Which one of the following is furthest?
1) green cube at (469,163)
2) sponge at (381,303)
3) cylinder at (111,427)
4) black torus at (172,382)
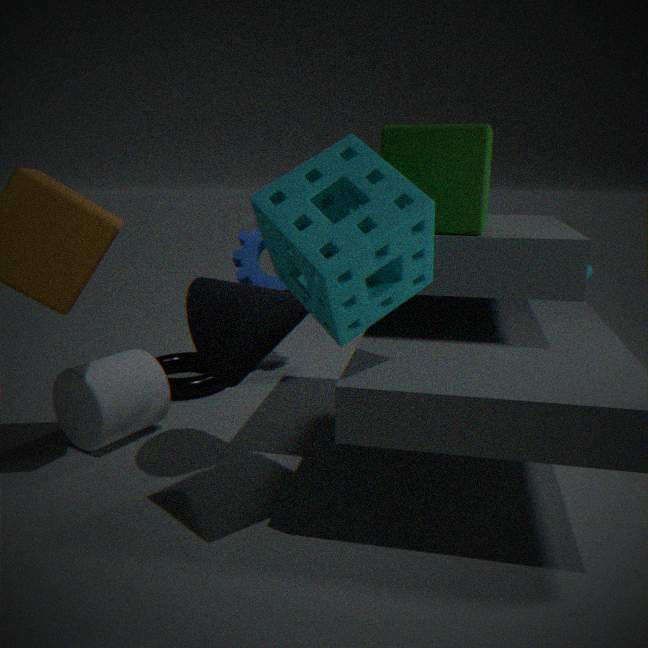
4. black torus at (172,382)
